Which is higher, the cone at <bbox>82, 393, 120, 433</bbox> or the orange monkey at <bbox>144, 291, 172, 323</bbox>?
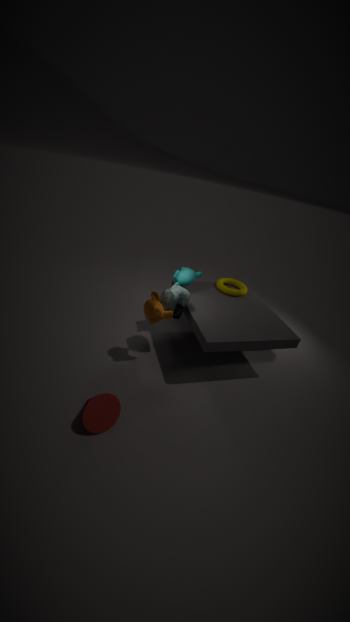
the orange monkey at <bbox>144, 291, 172, 323</bbox>
